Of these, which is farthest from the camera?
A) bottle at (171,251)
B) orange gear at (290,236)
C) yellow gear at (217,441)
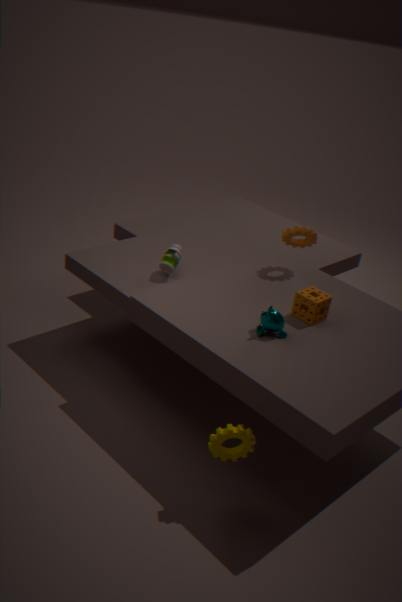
orange gear at (290,236)
